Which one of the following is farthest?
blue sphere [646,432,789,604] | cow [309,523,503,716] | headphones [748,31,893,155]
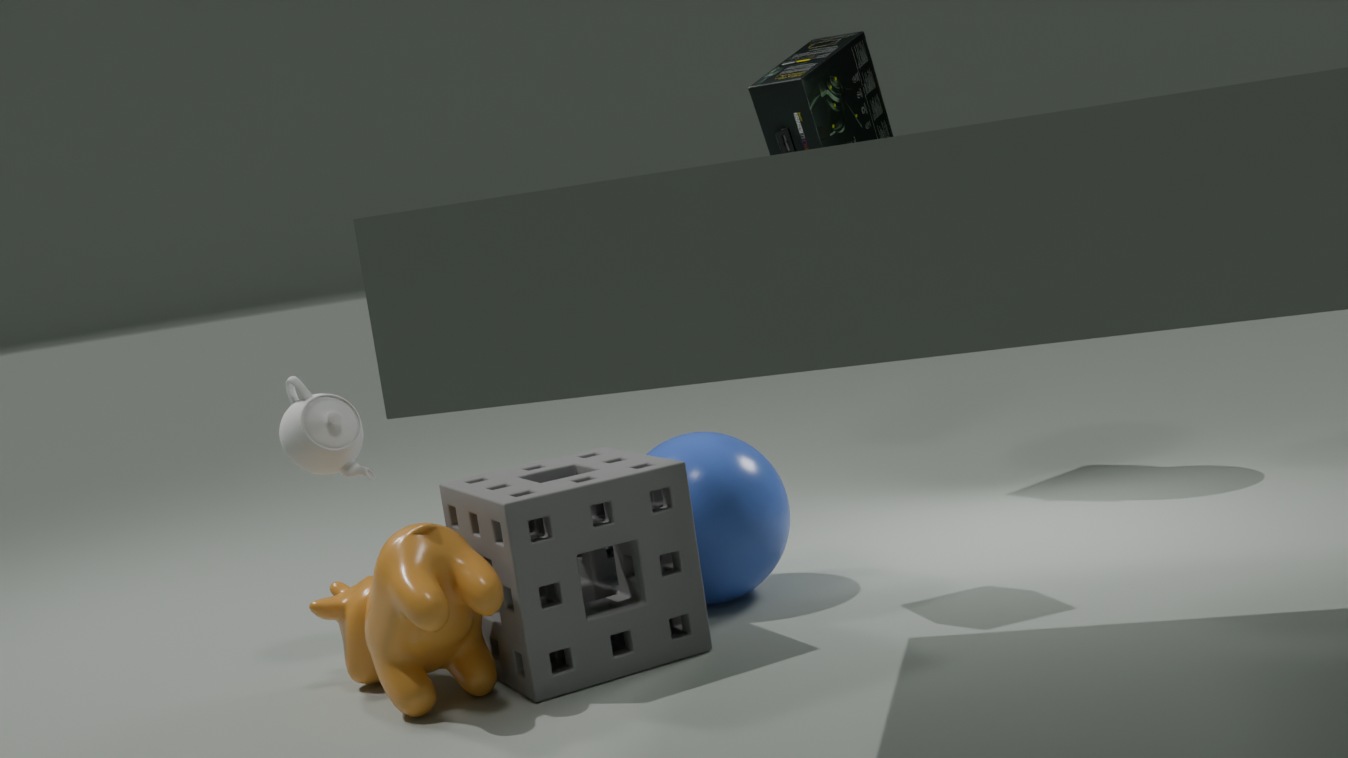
headphones [748,31,893,155]
